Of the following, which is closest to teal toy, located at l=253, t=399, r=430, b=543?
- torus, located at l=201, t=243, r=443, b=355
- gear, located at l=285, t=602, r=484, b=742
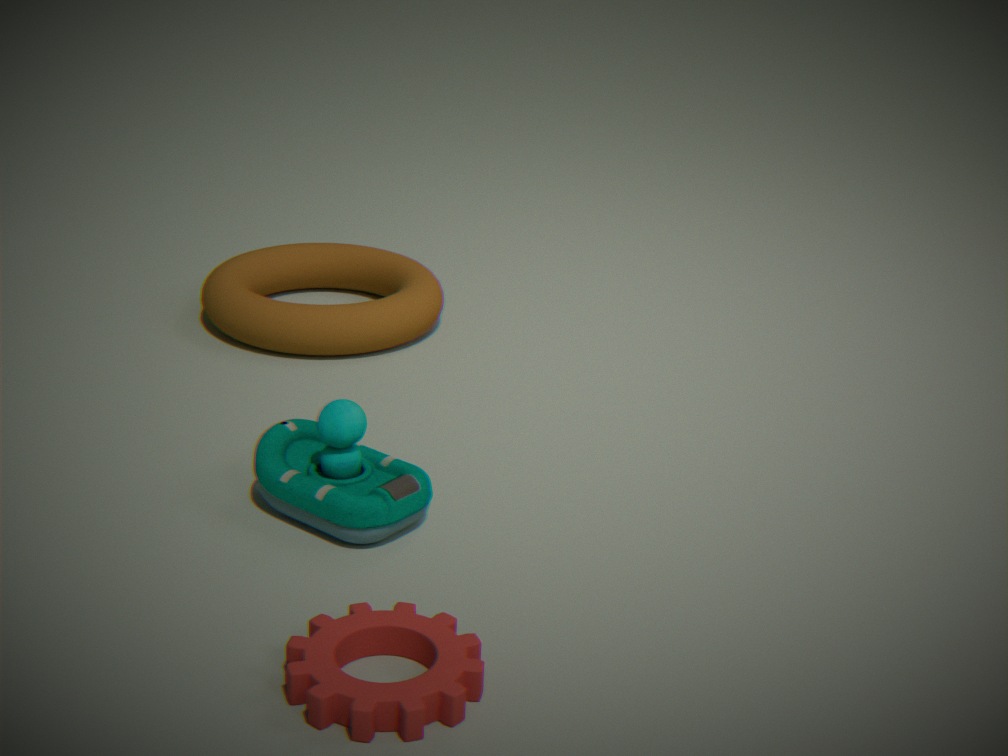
gear, located at l=285, t=602, r=484, b=742
